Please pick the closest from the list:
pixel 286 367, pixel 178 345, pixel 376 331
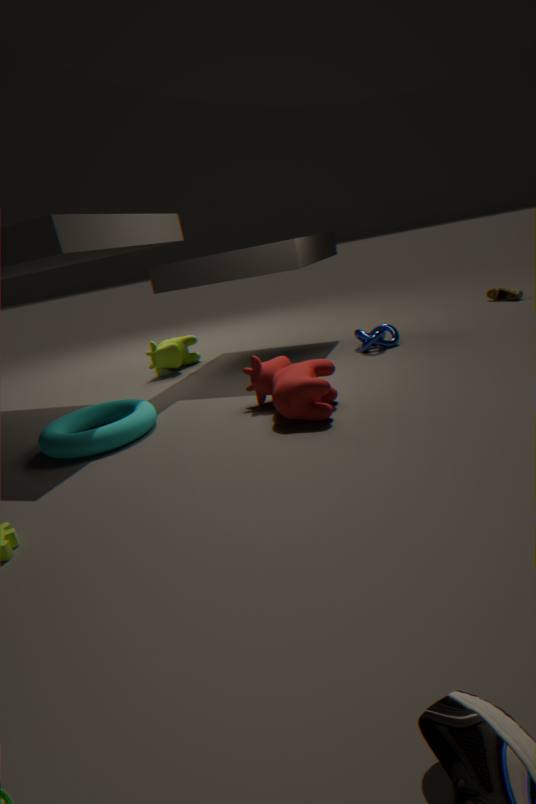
pixel 286 367
